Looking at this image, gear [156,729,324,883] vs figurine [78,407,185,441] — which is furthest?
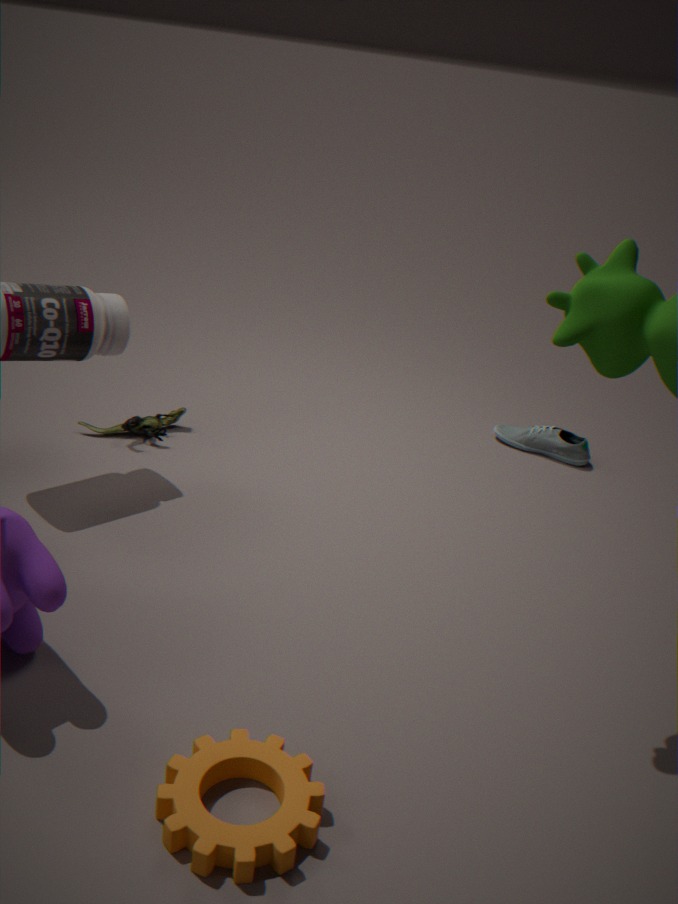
figurine [78,407,185,441]
